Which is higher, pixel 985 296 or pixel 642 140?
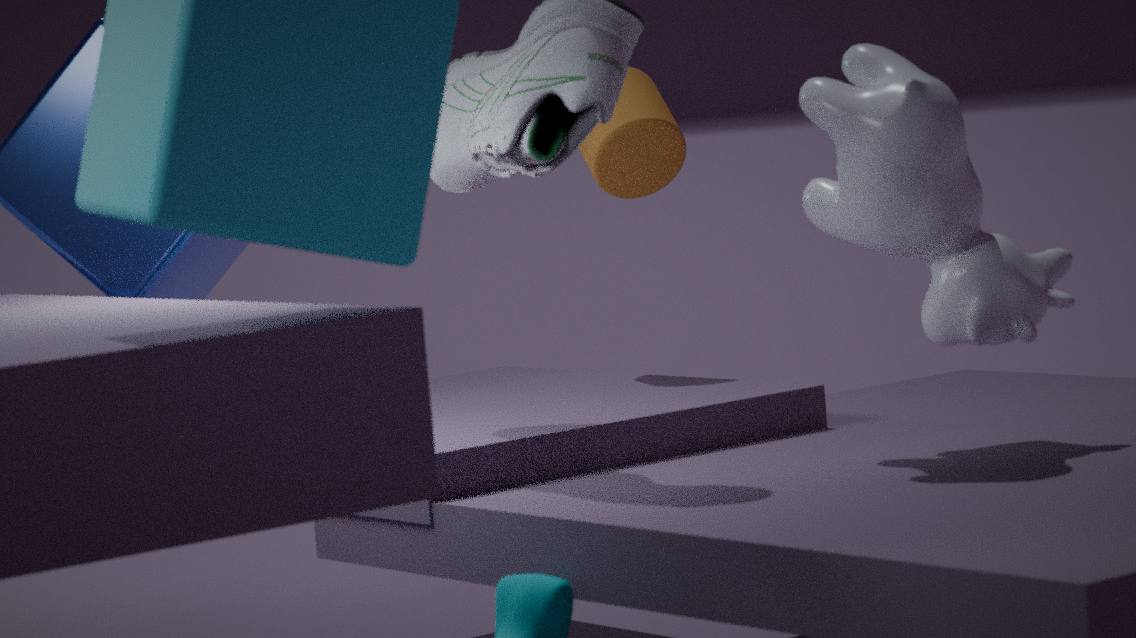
pixel 642 140
